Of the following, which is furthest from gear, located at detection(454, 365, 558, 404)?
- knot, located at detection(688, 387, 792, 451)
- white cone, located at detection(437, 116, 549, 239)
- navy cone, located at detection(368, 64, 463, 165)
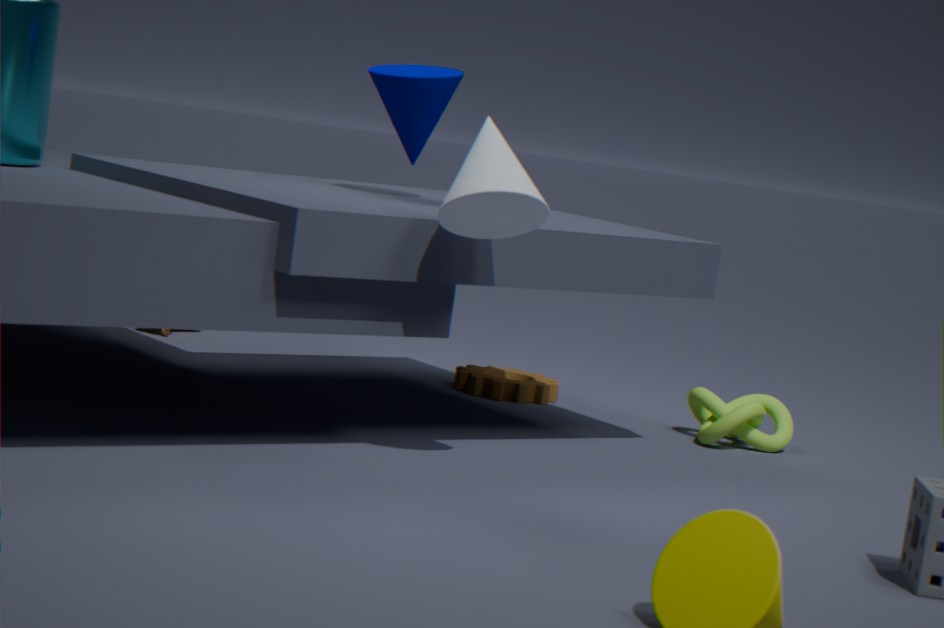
white cone, located at detection(437, 116, 549, 239)
